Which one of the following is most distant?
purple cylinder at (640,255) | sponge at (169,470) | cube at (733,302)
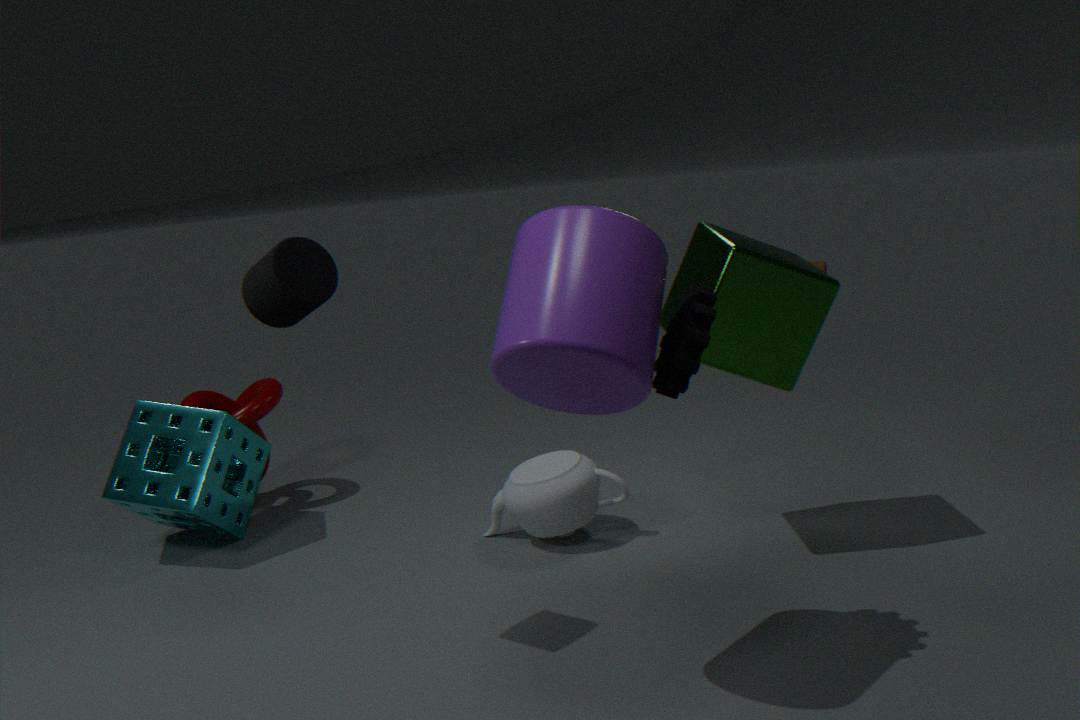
sponge at (169,470)
